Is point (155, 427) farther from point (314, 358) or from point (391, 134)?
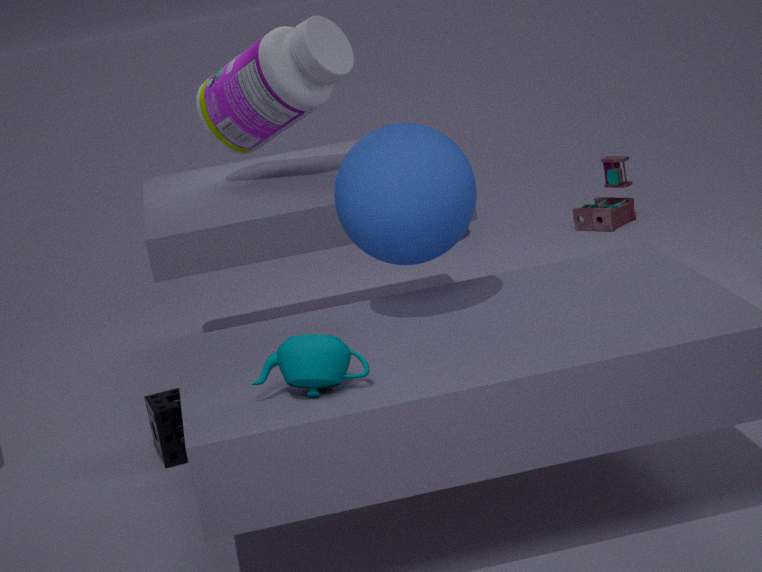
point (314, 358)
